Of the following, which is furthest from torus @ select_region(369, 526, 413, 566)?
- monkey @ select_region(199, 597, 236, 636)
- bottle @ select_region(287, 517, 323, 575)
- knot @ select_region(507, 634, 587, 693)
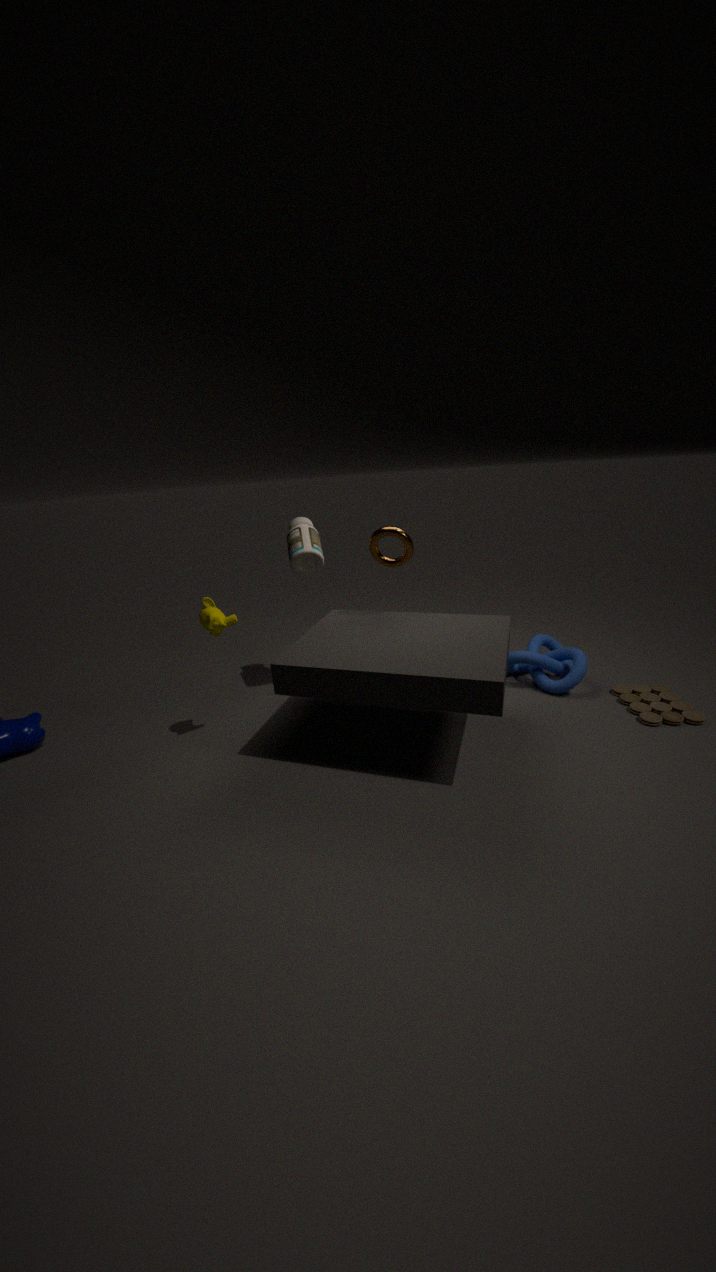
knot @ select_region(507, 634, 587, 693)
